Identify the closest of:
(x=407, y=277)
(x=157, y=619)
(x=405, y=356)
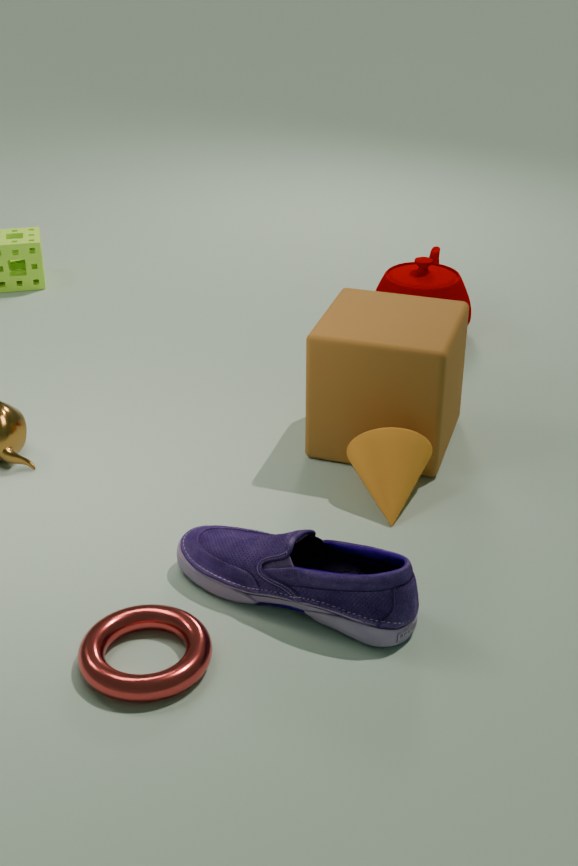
(x=157, y=619)
